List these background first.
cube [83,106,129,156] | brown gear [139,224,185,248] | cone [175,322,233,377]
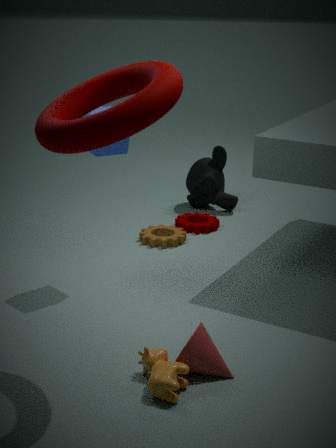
brown gear [139,224,185,248]
cube [83,106,129,156]
cone [175,322,233,377]
